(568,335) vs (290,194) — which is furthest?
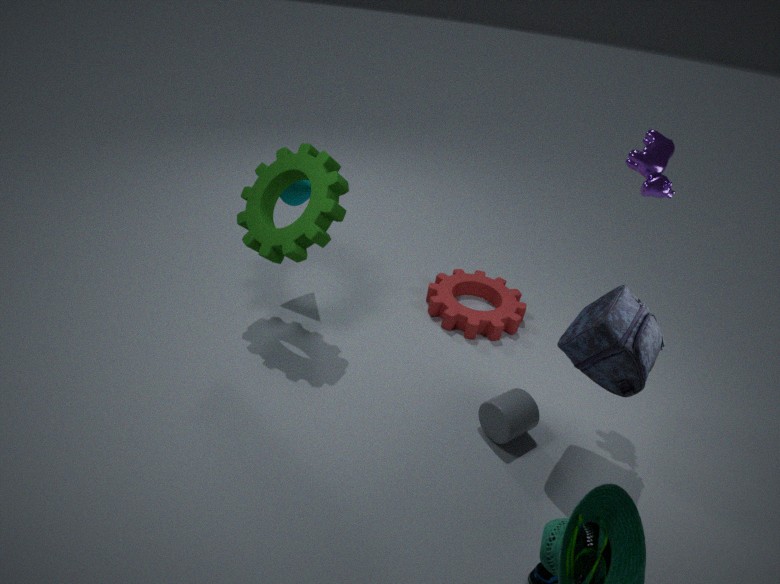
(290,194)
